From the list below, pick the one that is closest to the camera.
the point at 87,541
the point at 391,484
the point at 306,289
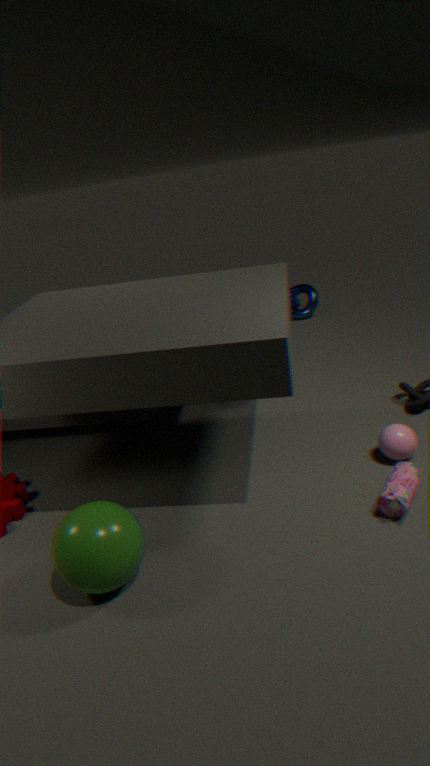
the point at 87,541
